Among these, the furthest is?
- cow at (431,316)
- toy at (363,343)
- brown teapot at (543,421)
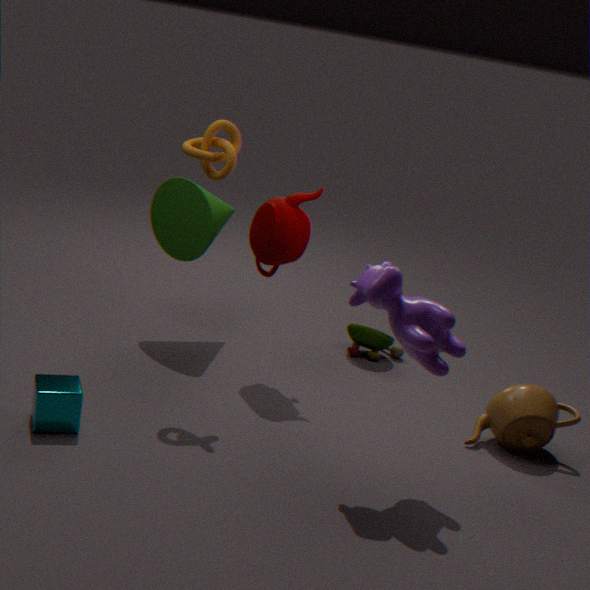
toy at (363,343)
